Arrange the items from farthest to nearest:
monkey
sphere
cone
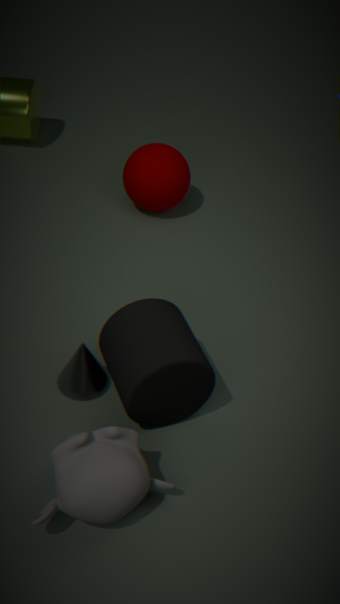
sphere, cone, monkey
